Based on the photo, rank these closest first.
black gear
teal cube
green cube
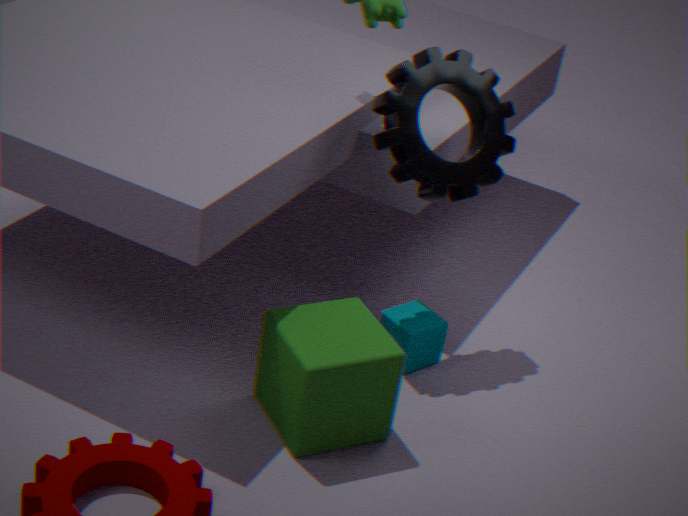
green cube < black gear < teal cube
